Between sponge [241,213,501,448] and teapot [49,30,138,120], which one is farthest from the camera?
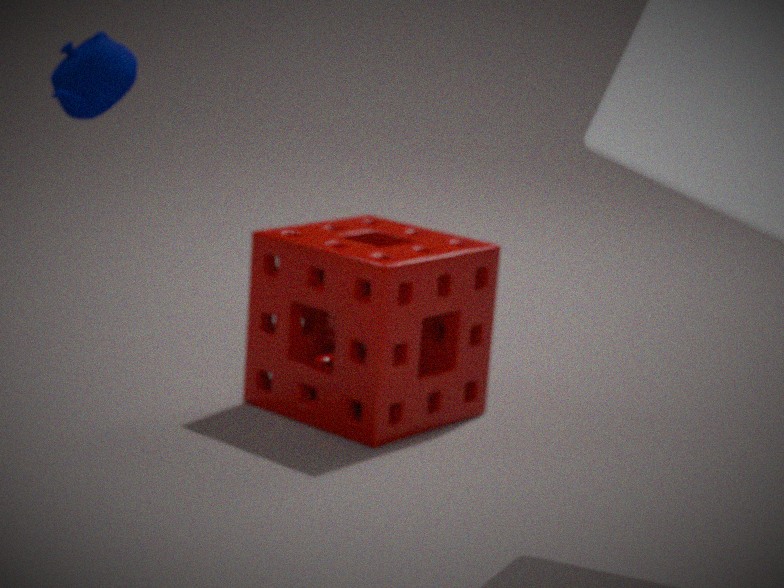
sponge [241,213,501,448]
